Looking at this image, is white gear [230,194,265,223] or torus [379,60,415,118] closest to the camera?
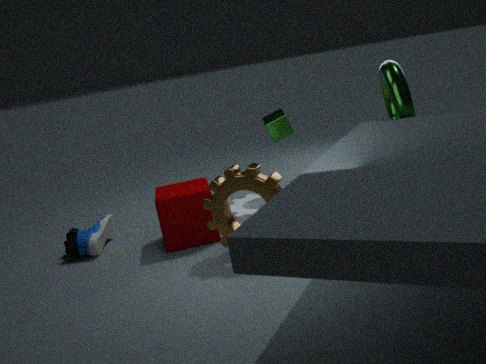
torus [379,60,415,118]
